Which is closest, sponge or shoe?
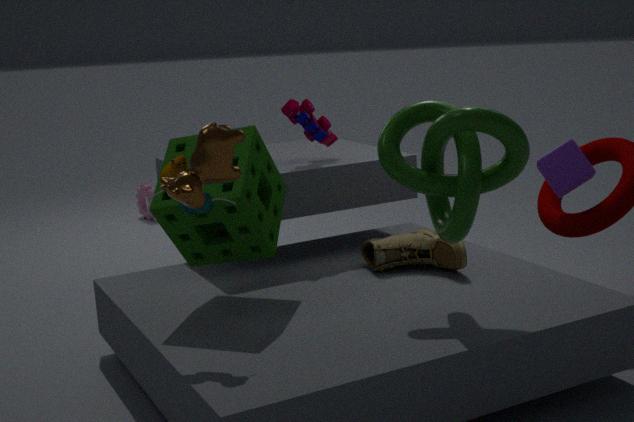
sponge
